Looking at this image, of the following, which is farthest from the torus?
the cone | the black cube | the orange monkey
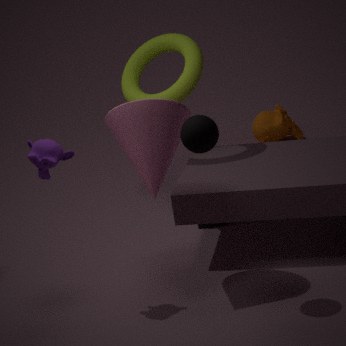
the orange monkey
